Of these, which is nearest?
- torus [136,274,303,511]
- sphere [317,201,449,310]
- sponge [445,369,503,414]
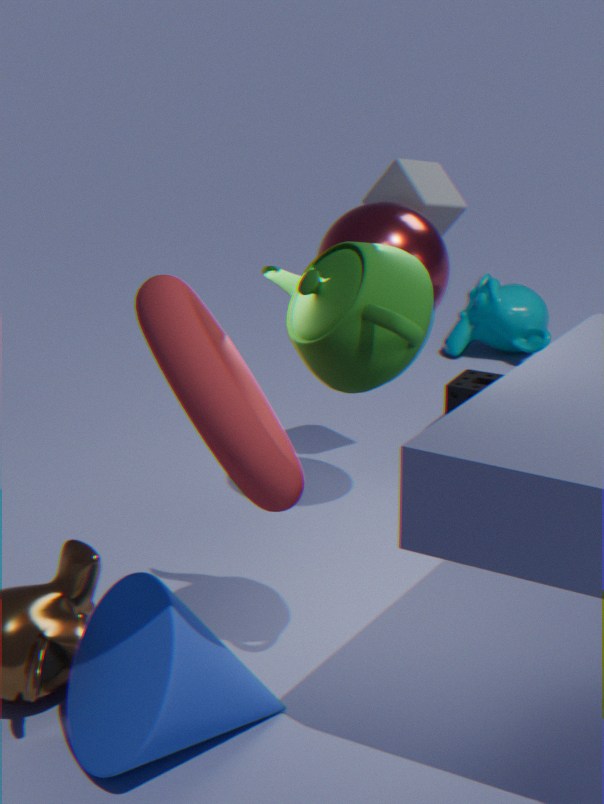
torus [136,274,303,511]
